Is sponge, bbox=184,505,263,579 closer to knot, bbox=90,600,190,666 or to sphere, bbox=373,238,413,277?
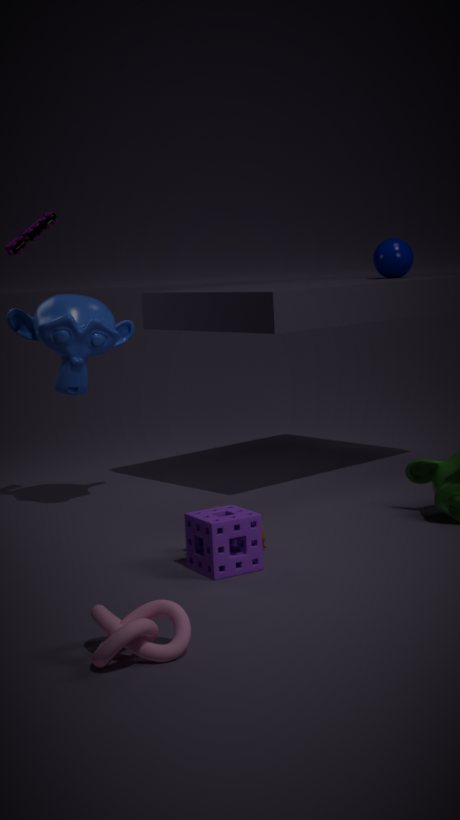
knot, bbox=90,600,190,666
